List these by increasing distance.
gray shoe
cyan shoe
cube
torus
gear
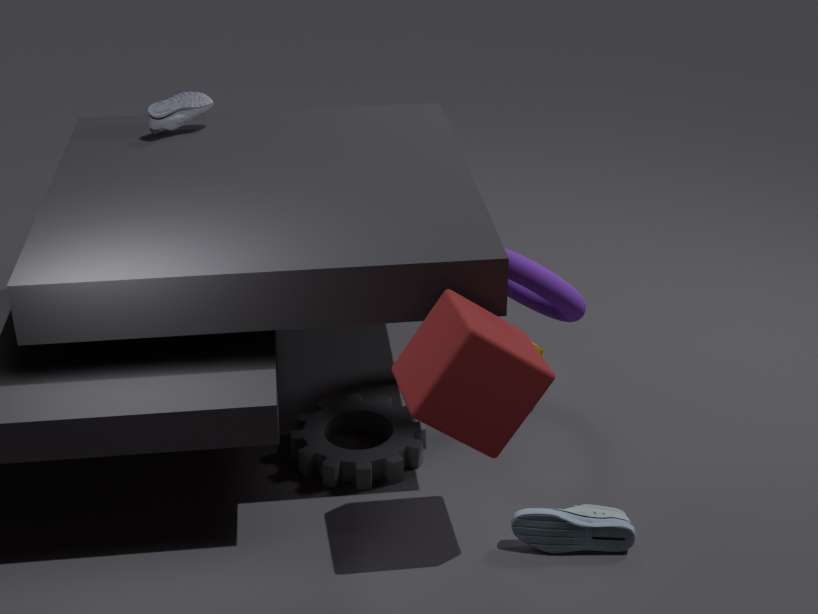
cube
cyan shoe
gear
torus
gray shoe
